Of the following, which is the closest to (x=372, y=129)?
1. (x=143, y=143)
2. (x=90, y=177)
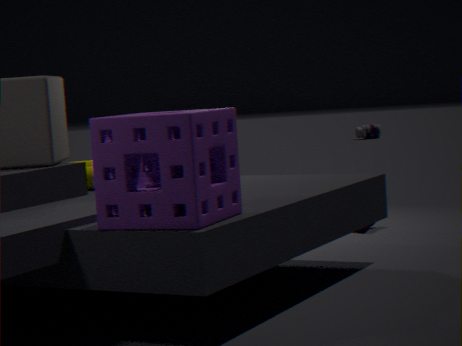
(x=90, y=177)
